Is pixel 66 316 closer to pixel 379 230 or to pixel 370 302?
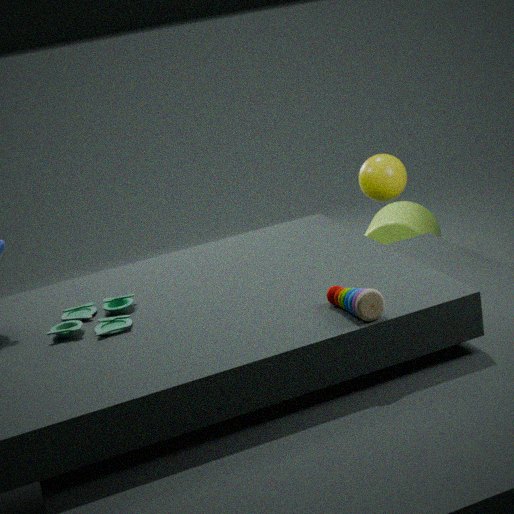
pixel 370 302
